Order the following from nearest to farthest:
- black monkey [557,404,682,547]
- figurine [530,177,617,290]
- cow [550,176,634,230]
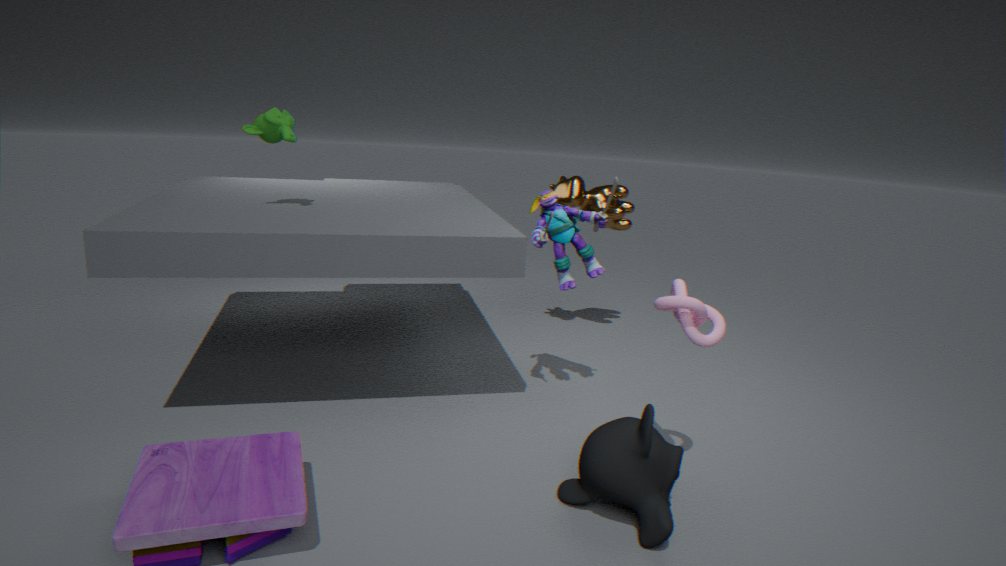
black monkey [557,404,682,547] → figurine [530,177,617,290] → cow [550,176,634,230]
